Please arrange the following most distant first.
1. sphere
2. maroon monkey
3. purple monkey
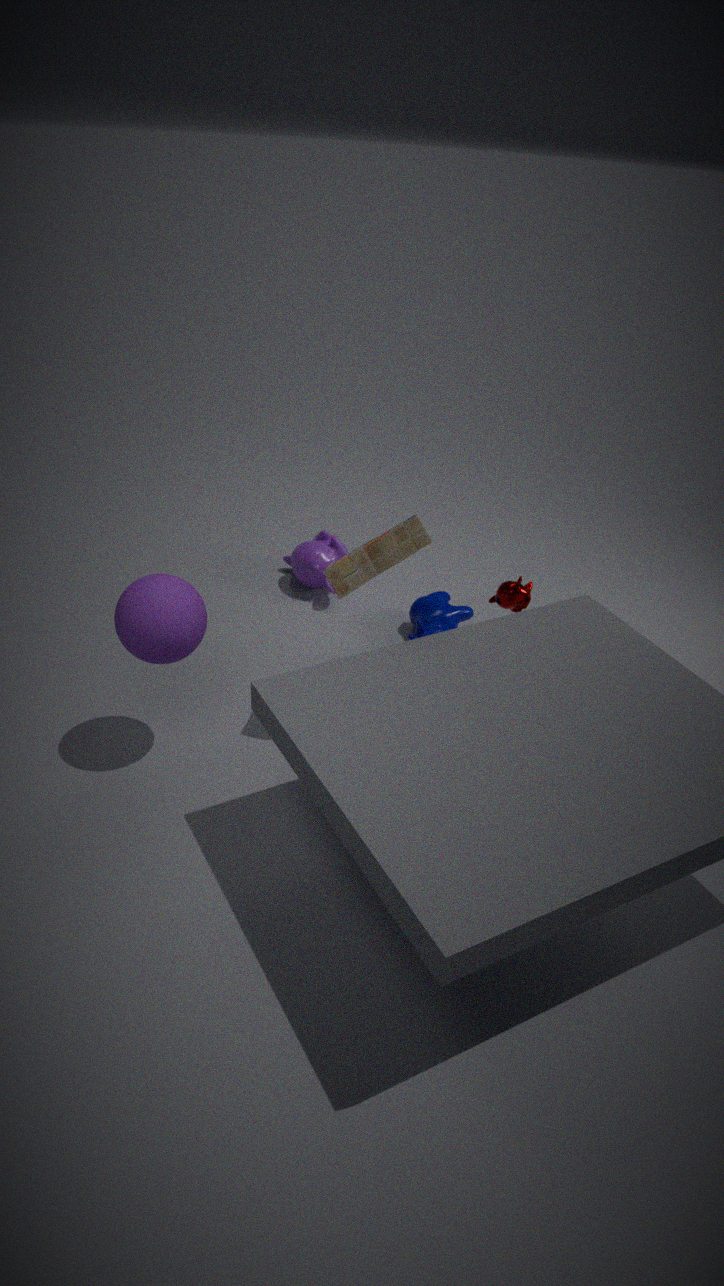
purple monkey, maroon monkey, sphere
